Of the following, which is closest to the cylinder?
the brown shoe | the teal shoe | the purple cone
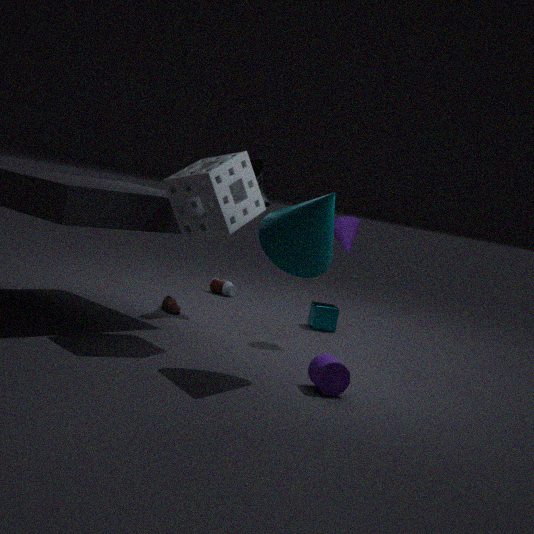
the purple cone
